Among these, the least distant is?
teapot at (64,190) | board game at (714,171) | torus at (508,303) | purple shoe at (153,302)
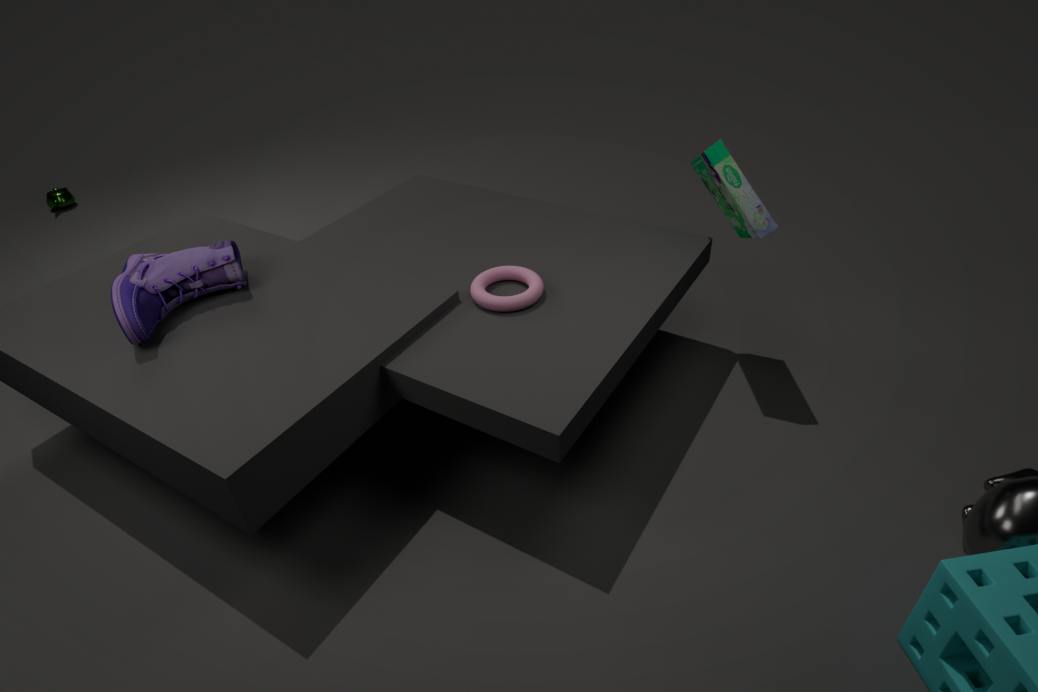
purple shoe at (153,302)
